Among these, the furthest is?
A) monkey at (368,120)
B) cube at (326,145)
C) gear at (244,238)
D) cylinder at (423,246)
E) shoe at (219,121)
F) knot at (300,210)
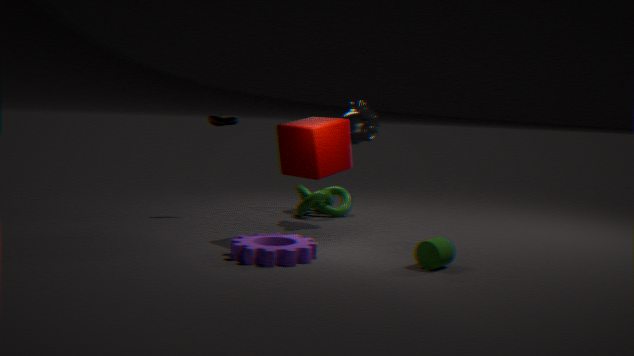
knot at (300,210)
